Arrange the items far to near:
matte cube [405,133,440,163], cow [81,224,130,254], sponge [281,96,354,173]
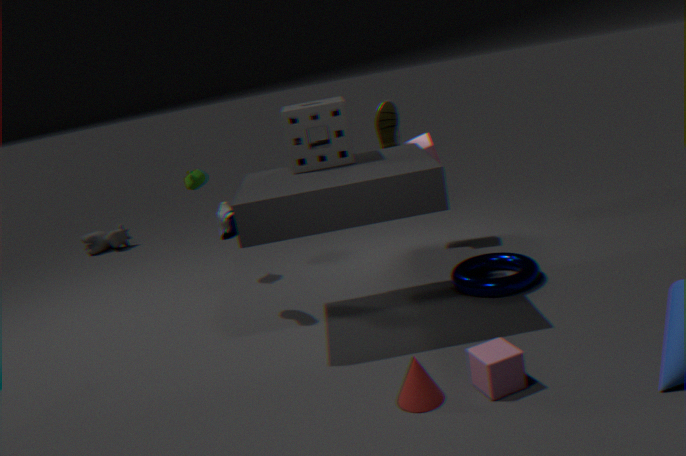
1. cow [81,224,130,254]
2. matte cube [405,133,440,163]
3. sponge [281,96,354,173]
